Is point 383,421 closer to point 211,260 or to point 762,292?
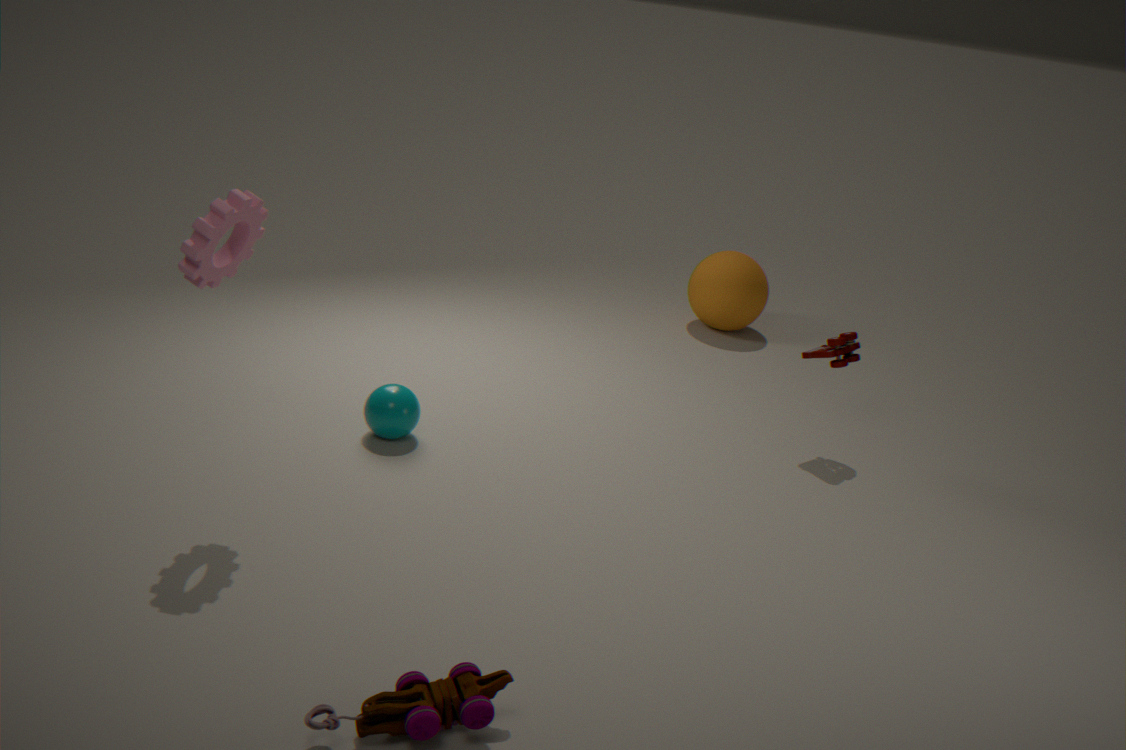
point 211,260
